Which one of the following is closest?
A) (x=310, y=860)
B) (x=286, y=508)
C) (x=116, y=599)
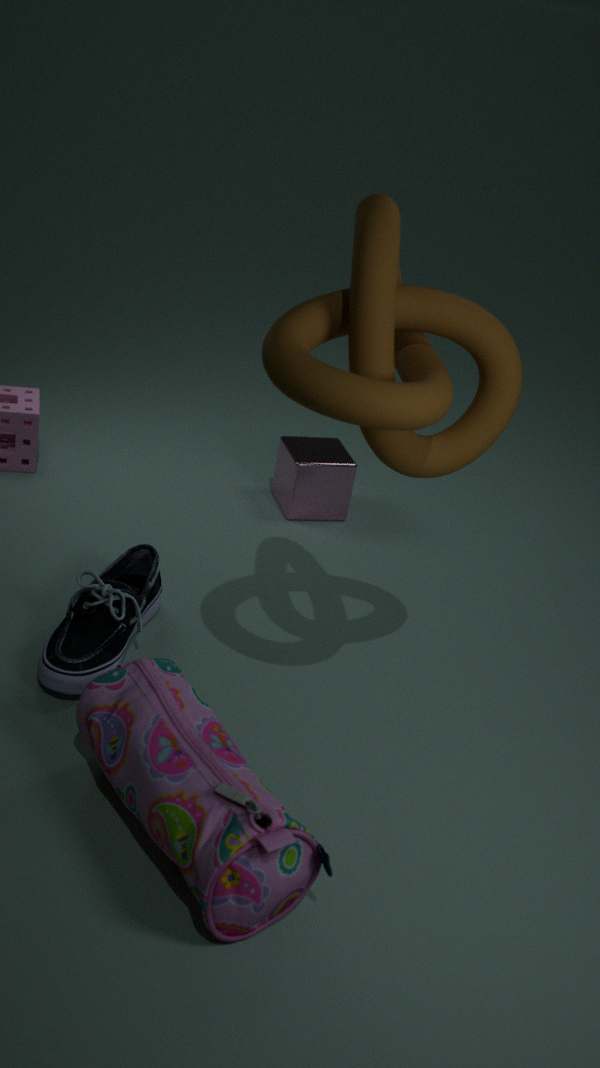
(x=310, y=860)
